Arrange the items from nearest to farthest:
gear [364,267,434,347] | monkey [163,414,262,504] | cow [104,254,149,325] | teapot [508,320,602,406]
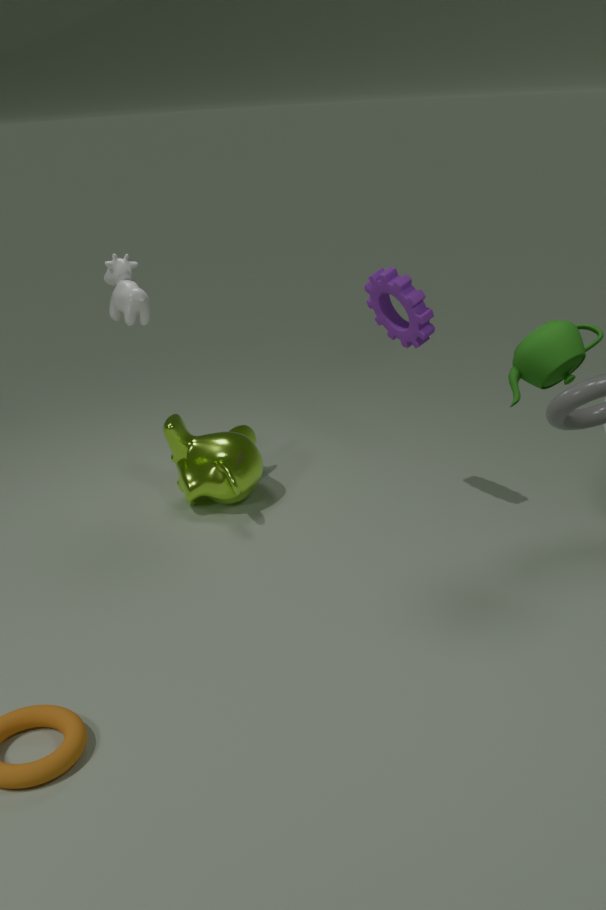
teapot [508,320,602,406] < gear [364,267,434,347] < cow [104,254,149,325] < monkey [163,414,262,504]
